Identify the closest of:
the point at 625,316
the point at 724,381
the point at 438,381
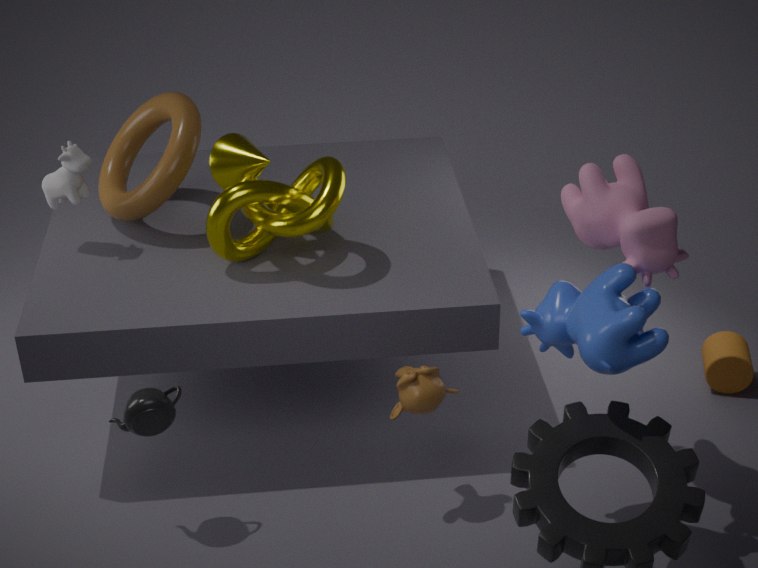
the point at 625,316
